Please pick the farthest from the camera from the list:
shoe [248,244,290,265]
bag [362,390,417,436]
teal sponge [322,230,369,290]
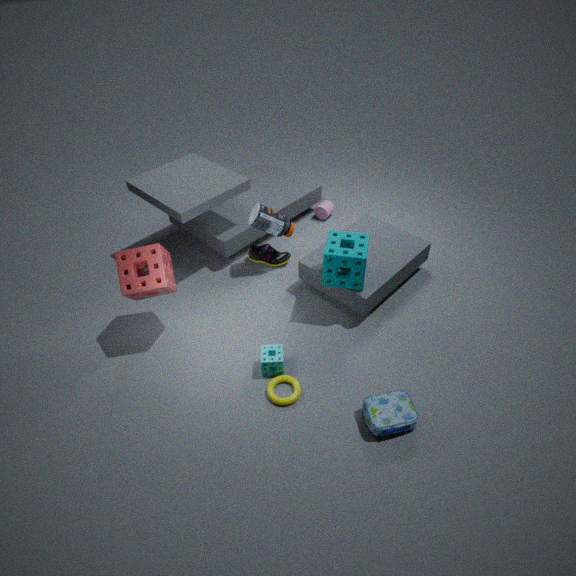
shoe [248,244,290,265]
